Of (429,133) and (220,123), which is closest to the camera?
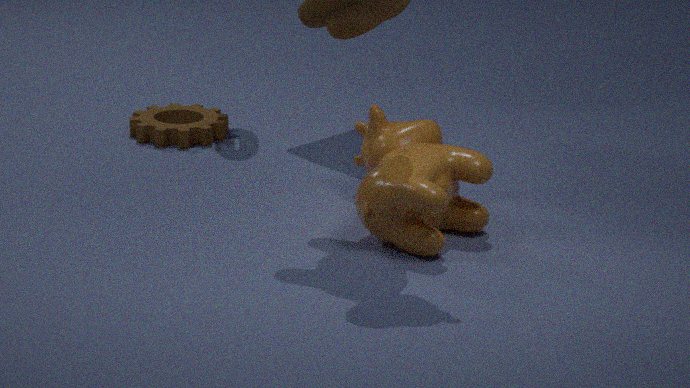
(429,133)
